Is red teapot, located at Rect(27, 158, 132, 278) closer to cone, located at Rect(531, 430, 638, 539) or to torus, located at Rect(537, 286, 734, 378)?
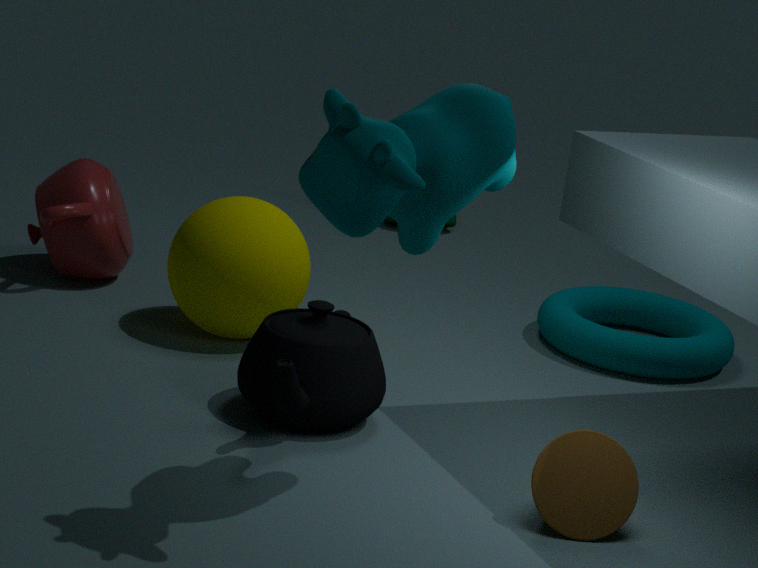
torus, located at Rect(537, 286, 734, 378)
